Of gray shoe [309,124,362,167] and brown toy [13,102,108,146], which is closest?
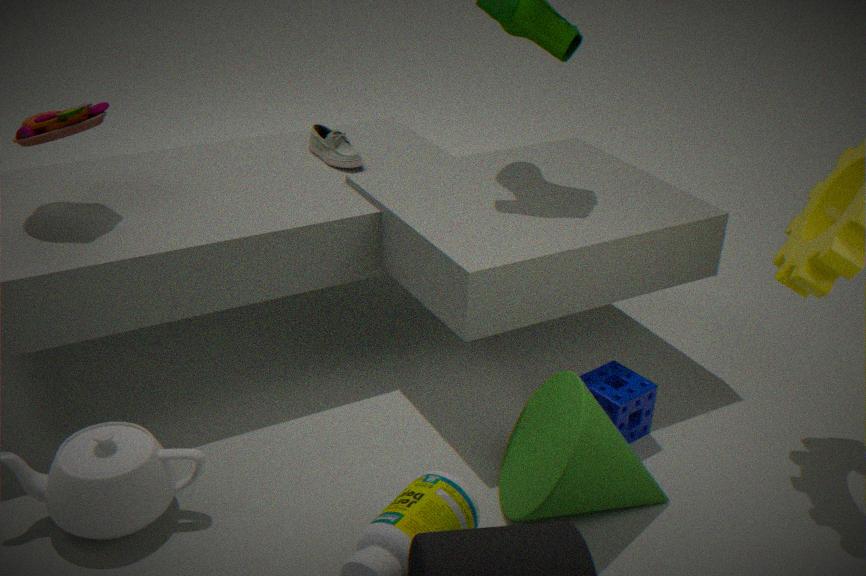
brown toy [13,102,108,146]
